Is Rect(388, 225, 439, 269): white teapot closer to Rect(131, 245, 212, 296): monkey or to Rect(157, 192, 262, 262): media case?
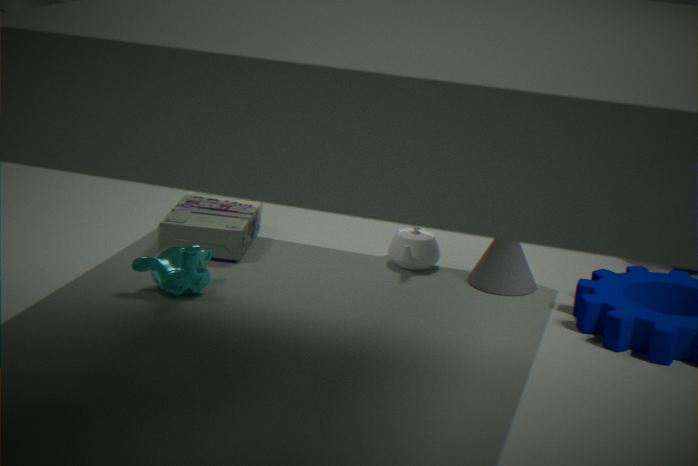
Rect(157, 192, 262, 262): media case
